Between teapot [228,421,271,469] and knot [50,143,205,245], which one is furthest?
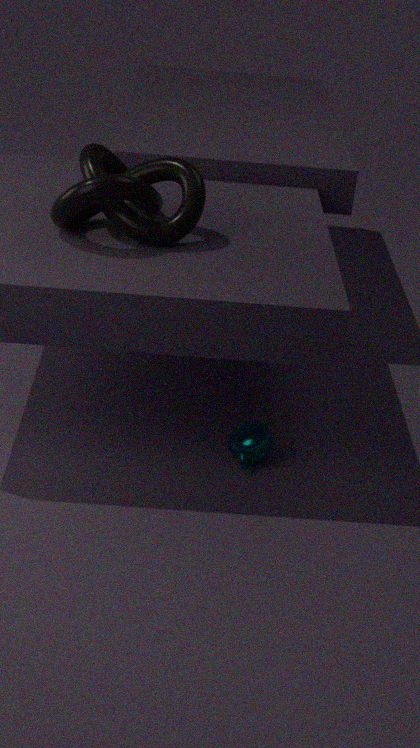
teapot [228,421,271,469]
